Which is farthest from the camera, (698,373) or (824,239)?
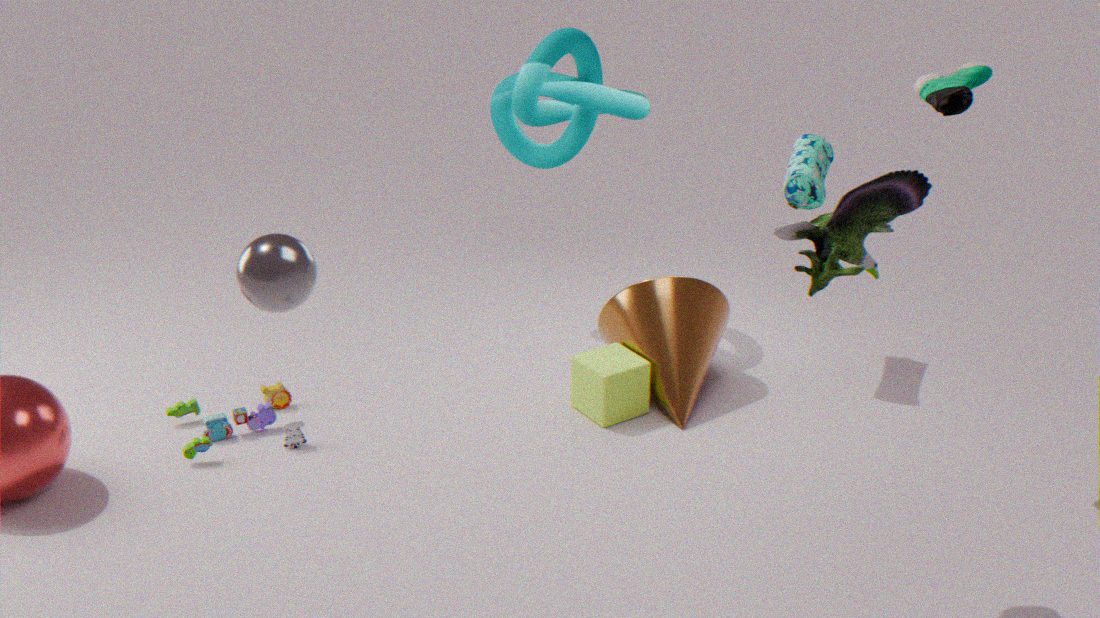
(698,373)
